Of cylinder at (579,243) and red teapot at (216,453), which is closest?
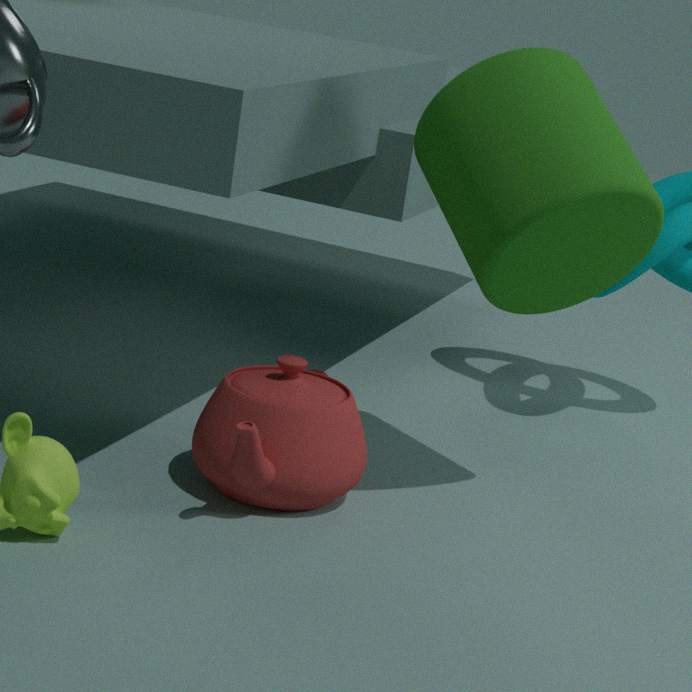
cylinder at (579,243)
